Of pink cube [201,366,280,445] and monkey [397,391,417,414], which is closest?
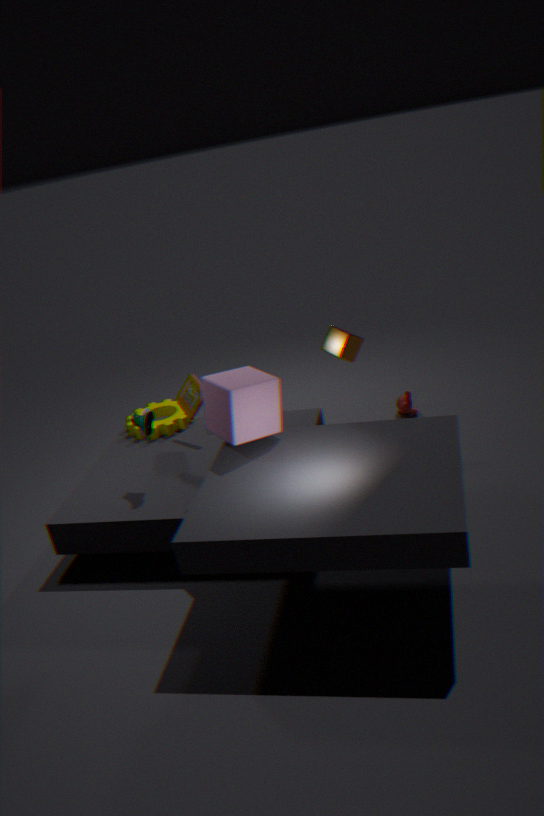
pink cube [201,366,280,445]
